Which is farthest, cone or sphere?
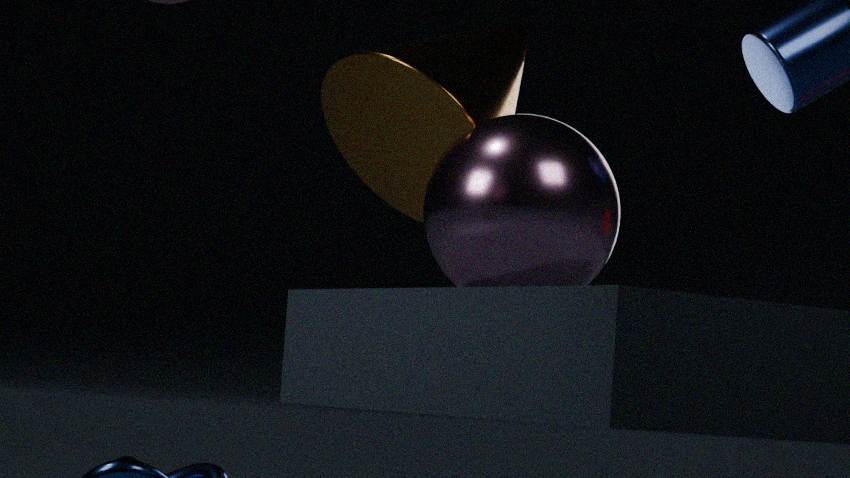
cone
